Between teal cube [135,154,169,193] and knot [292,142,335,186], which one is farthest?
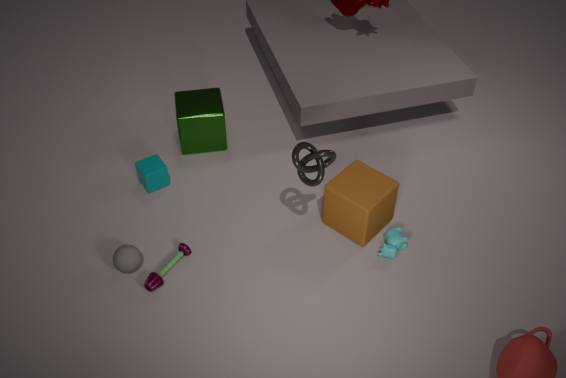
teal cube [135,154,169,193]
